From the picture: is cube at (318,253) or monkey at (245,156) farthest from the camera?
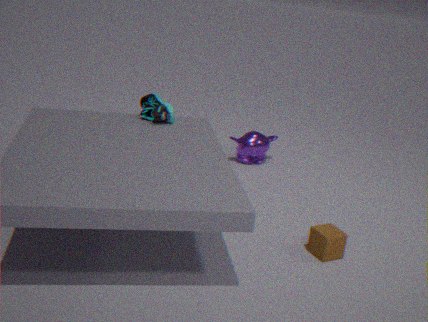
monkey at (245,156)
